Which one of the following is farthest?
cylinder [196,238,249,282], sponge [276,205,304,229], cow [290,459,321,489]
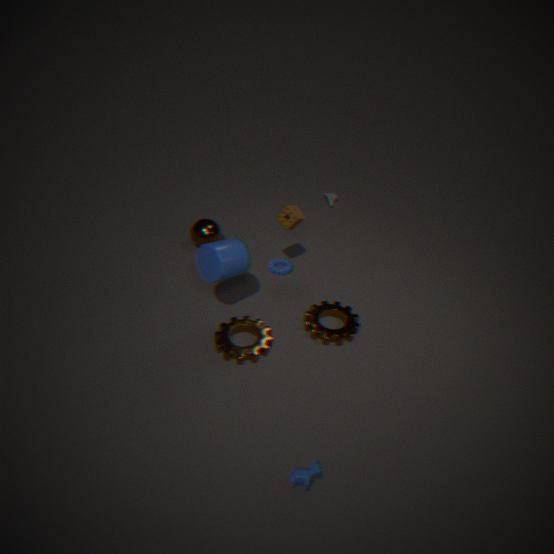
sponge [276,205,304,229]
